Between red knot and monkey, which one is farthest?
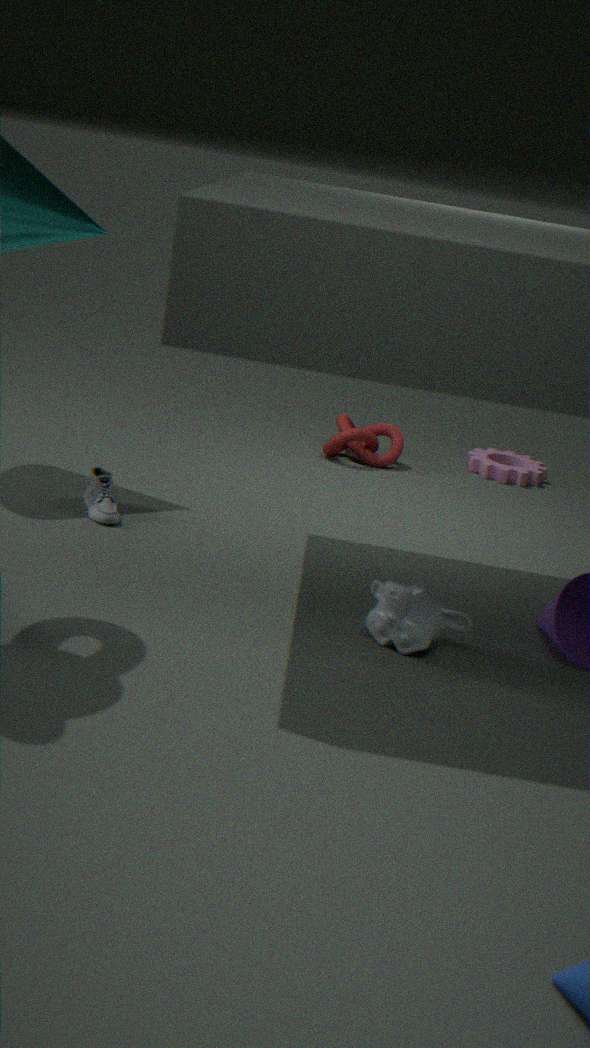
red knot
